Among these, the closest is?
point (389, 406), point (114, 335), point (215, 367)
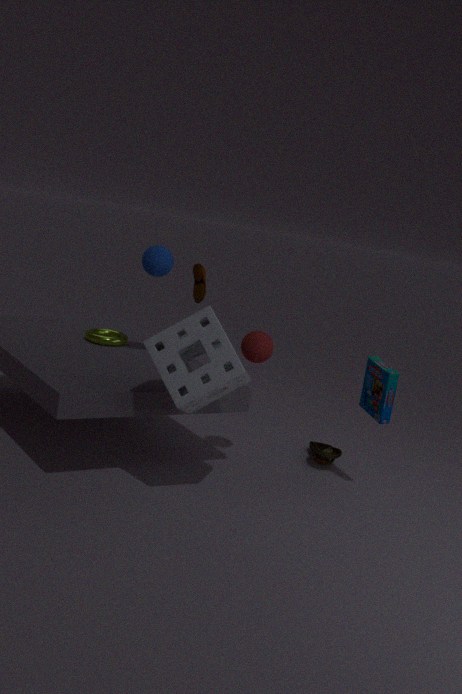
point (215, 367)
